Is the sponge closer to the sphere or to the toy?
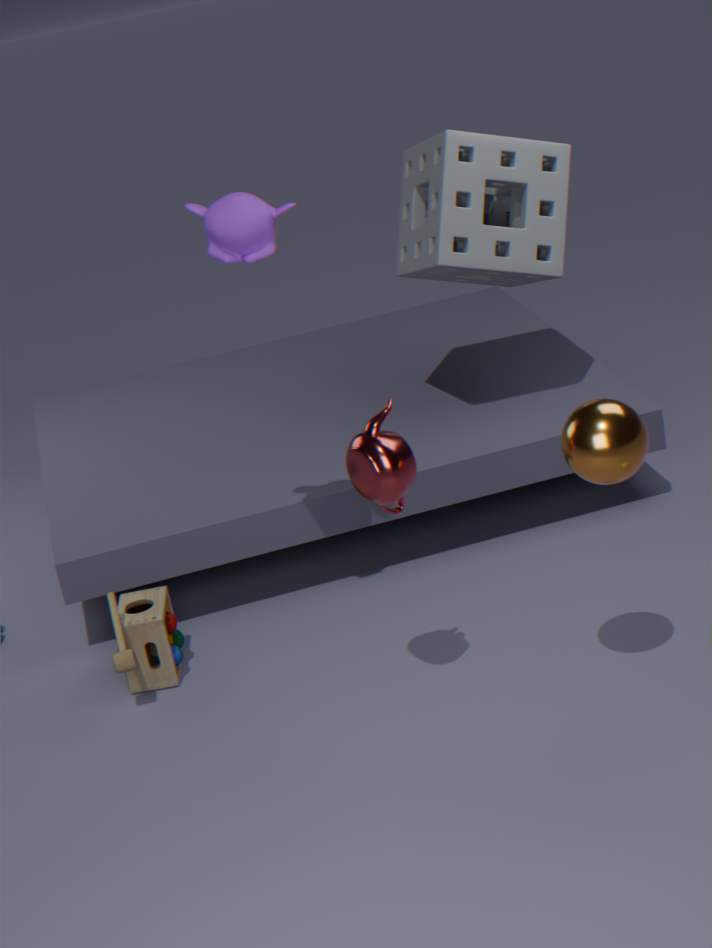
the sphere
